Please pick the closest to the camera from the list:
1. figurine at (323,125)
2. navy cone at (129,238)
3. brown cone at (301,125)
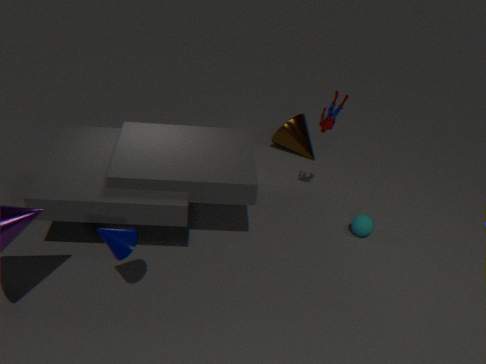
navy cone at (129,238)
